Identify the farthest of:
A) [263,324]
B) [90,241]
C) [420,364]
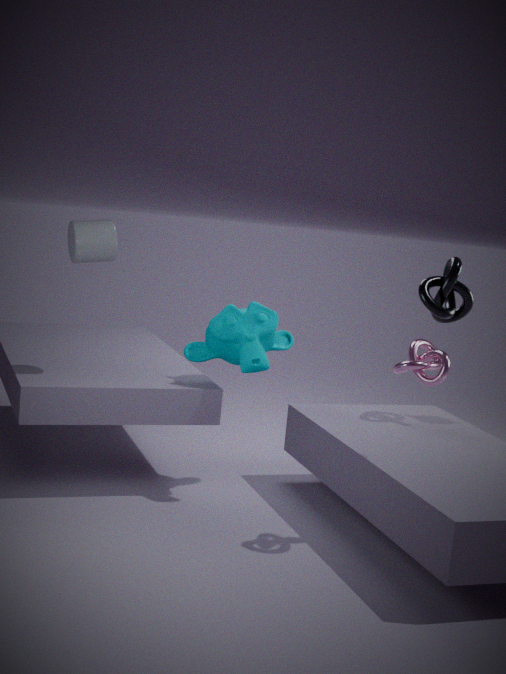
[420,364]
